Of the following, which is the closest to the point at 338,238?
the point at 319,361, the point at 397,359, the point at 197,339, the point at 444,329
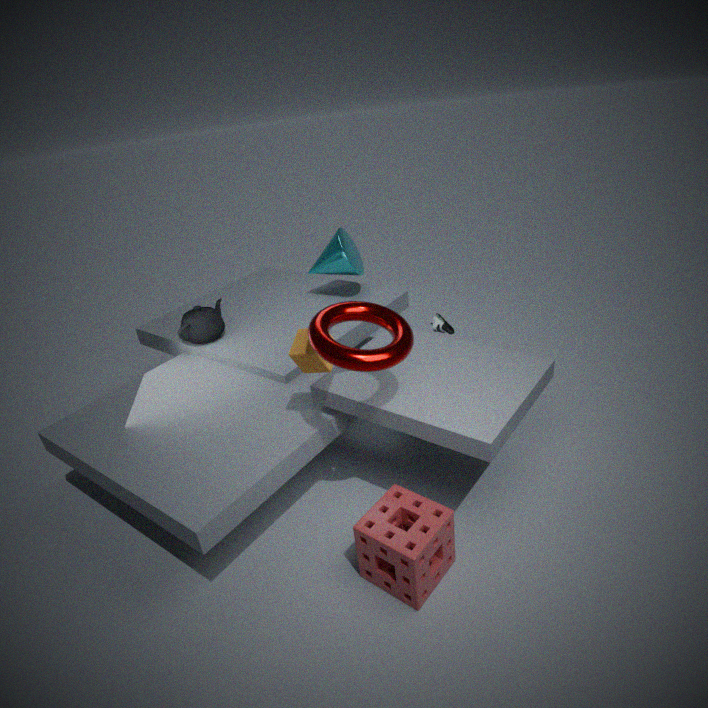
the point at 444,329
